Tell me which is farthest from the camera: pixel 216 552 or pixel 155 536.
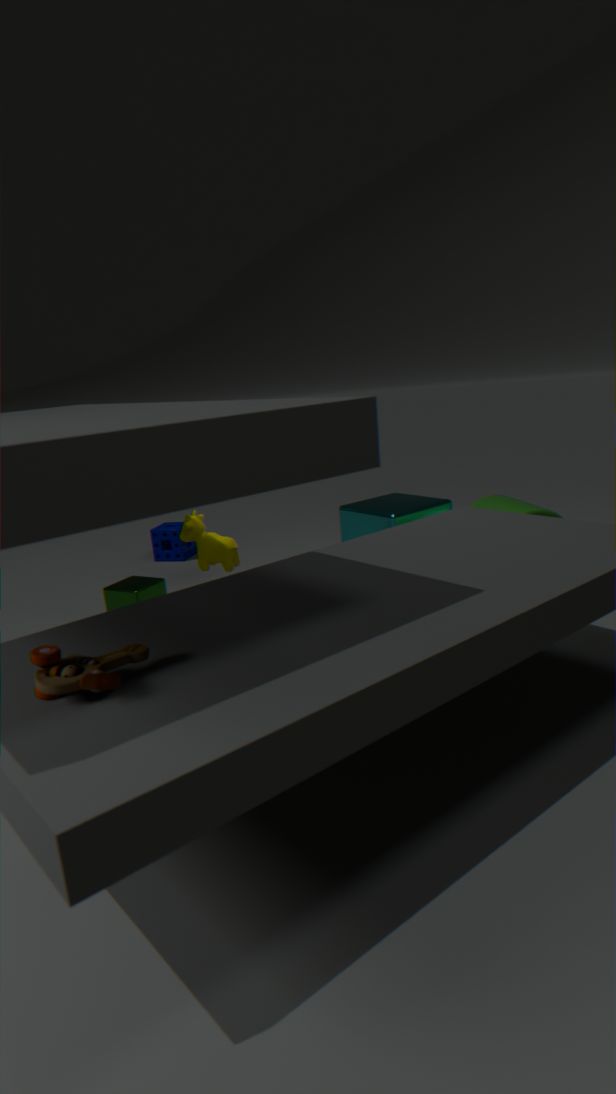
pixel 155 536
